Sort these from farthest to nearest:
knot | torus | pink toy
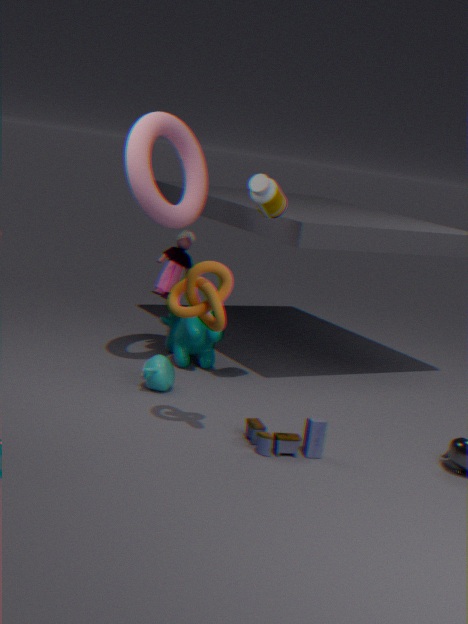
1. pink toy
2. torus
3. knot
